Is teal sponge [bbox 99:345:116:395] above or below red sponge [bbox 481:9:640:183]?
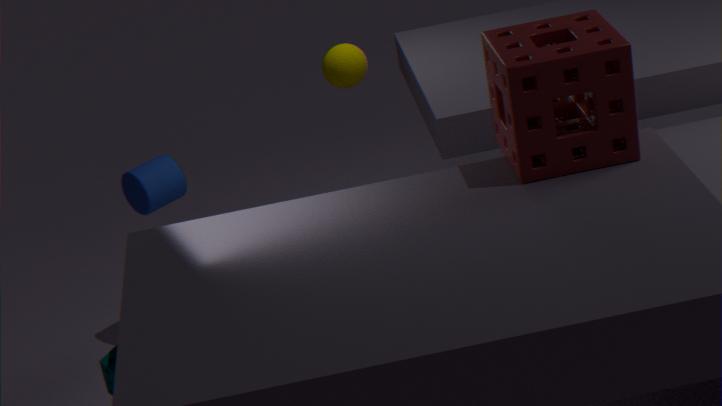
below
